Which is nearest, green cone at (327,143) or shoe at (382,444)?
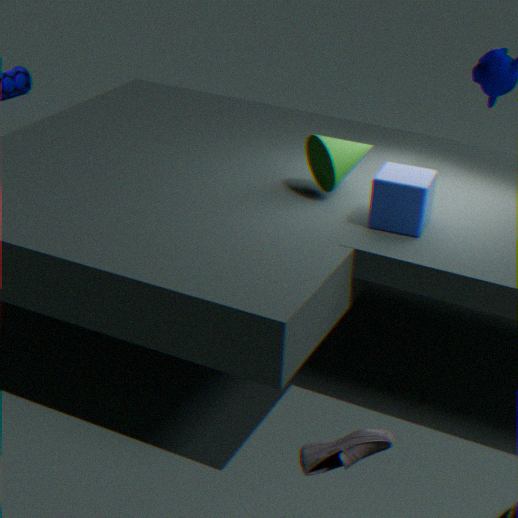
shoe at (382,444)
